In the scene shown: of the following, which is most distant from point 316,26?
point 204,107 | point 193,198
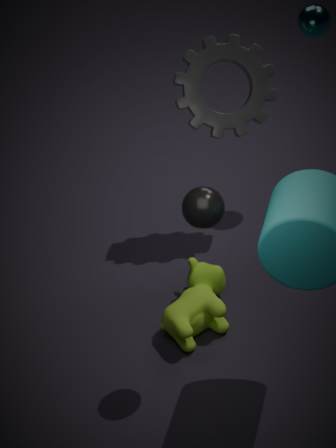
point 193,198
